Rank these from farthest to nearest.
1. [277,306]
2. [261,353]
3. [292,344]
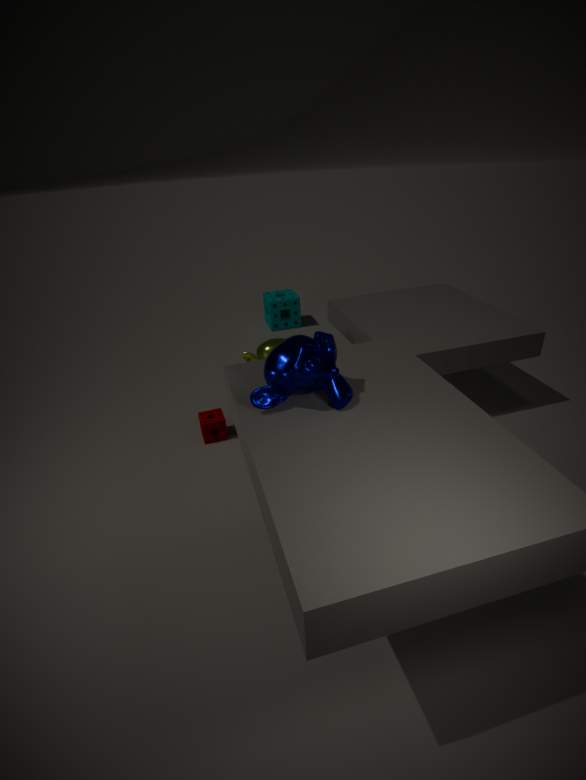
[277,306] < [261,353] < [292,344]
